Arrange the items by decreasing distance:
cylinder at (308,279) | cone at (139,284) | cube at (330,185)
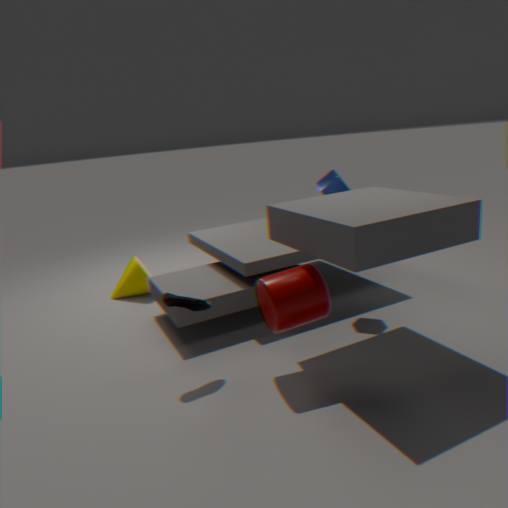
cone at (139,284), cube at (330,185), cylinder at (308,279)
